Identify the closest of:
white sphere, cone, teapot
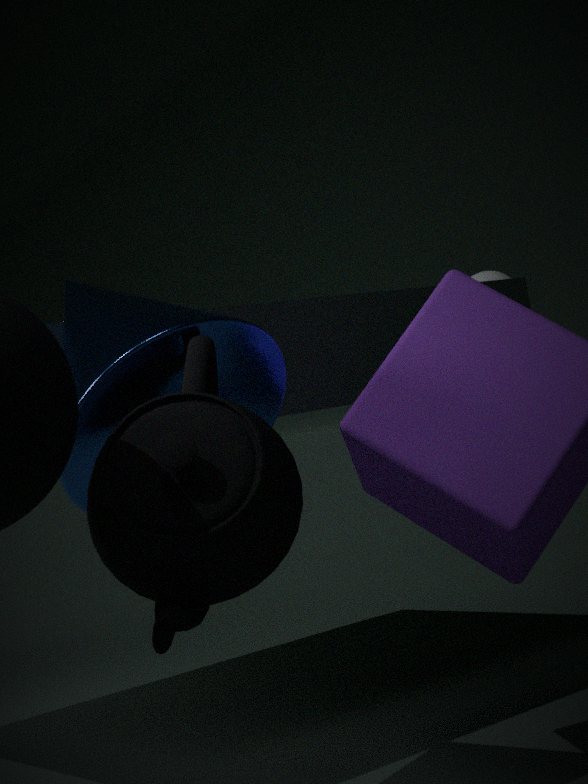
teapot
